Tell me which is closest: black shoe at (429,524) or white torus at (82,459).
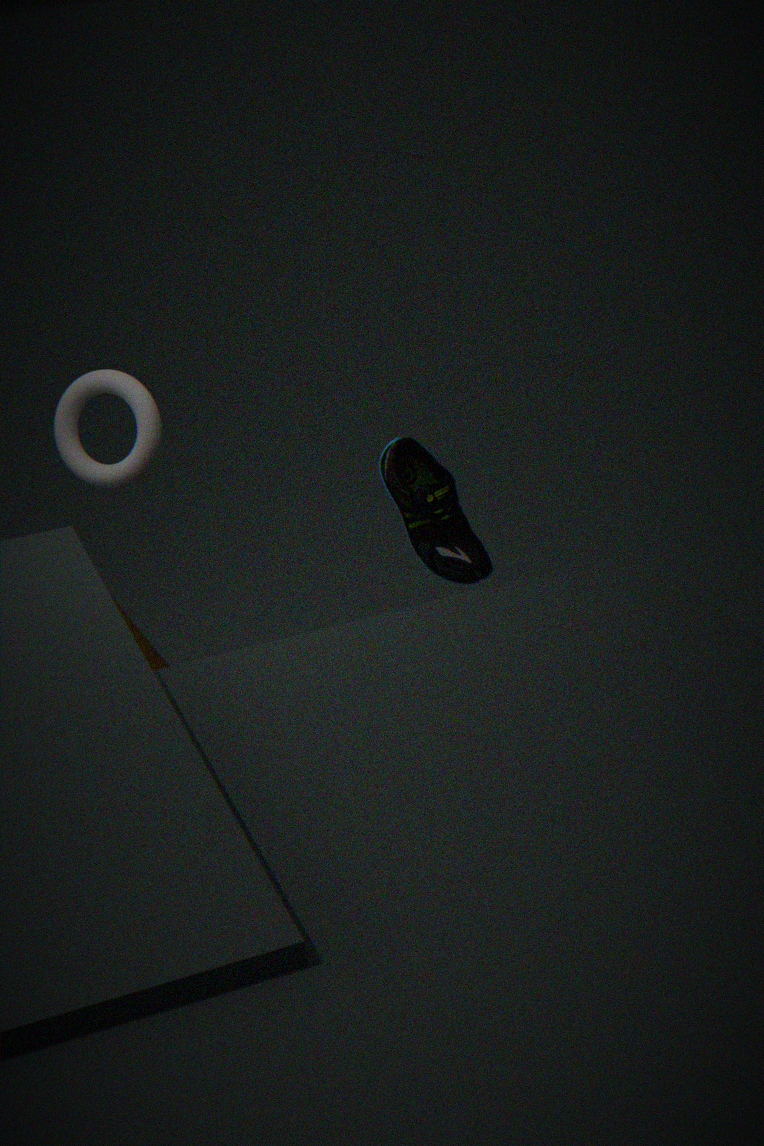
black shoe at (429,524)
